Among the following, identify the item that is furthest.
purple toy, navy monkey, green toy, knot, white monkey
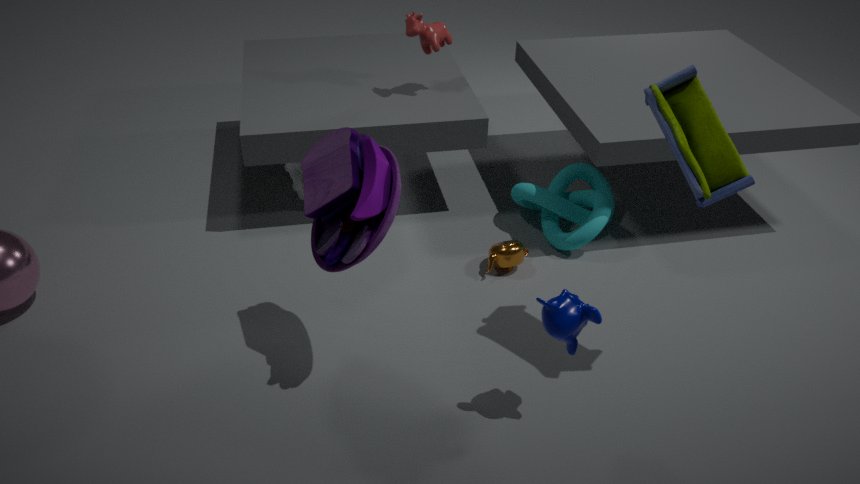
white monkey
